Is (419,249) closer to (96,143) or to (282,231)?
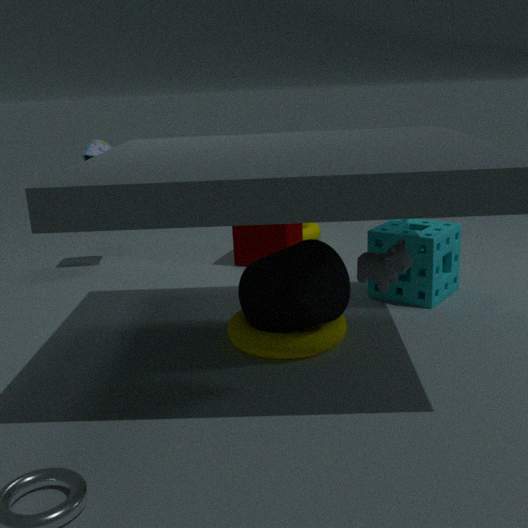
(282,231)
